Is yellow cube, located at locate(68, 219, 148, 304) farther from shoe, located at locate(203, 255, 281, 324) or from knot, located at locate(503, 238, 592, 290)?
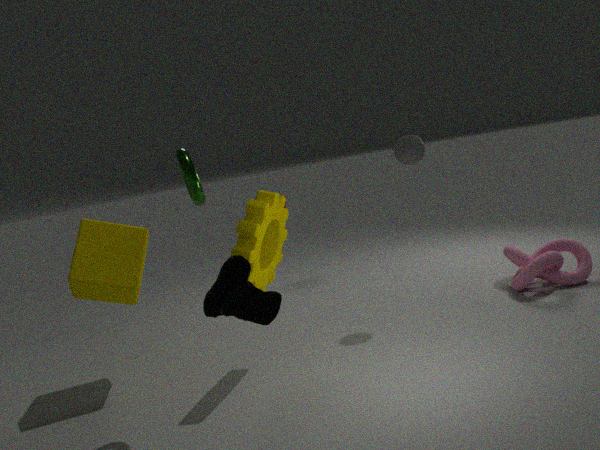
knot, located at locate(503, 238, 592, 290)
